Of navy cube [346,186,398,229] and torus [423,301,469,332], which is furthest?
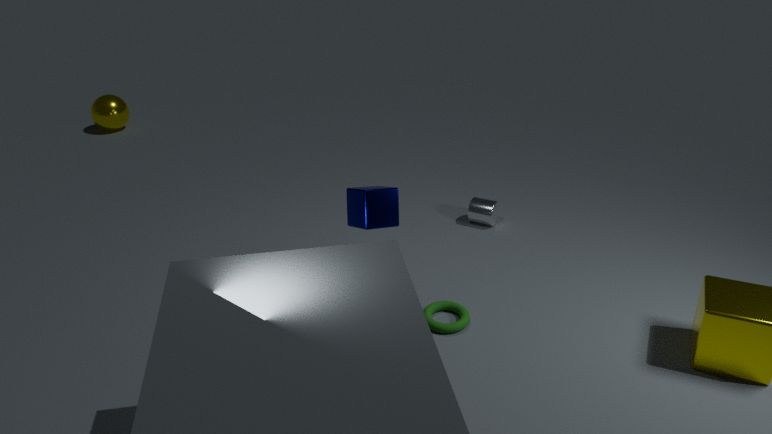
torus [423,301,469,332]
